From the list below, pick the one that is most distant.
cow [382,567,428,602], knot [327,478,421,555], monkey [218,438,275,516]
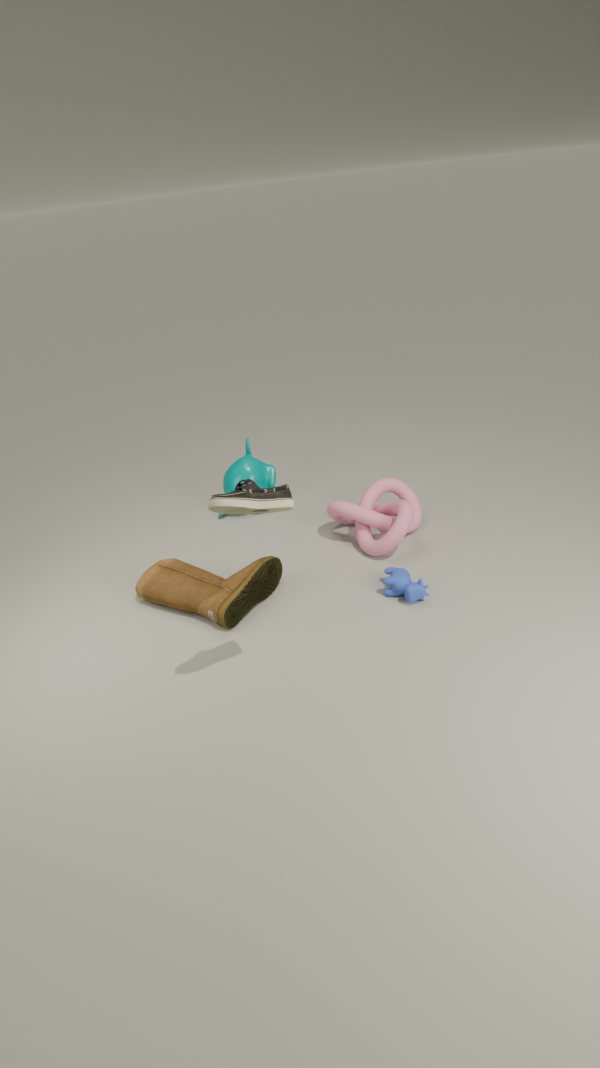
monkey [218,438,275,516]
